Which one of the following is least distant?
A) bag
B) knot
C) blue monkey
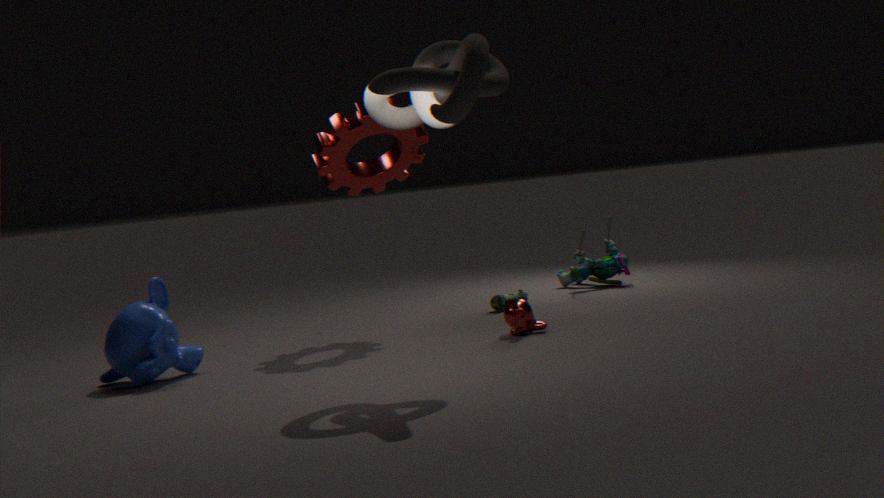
knot
